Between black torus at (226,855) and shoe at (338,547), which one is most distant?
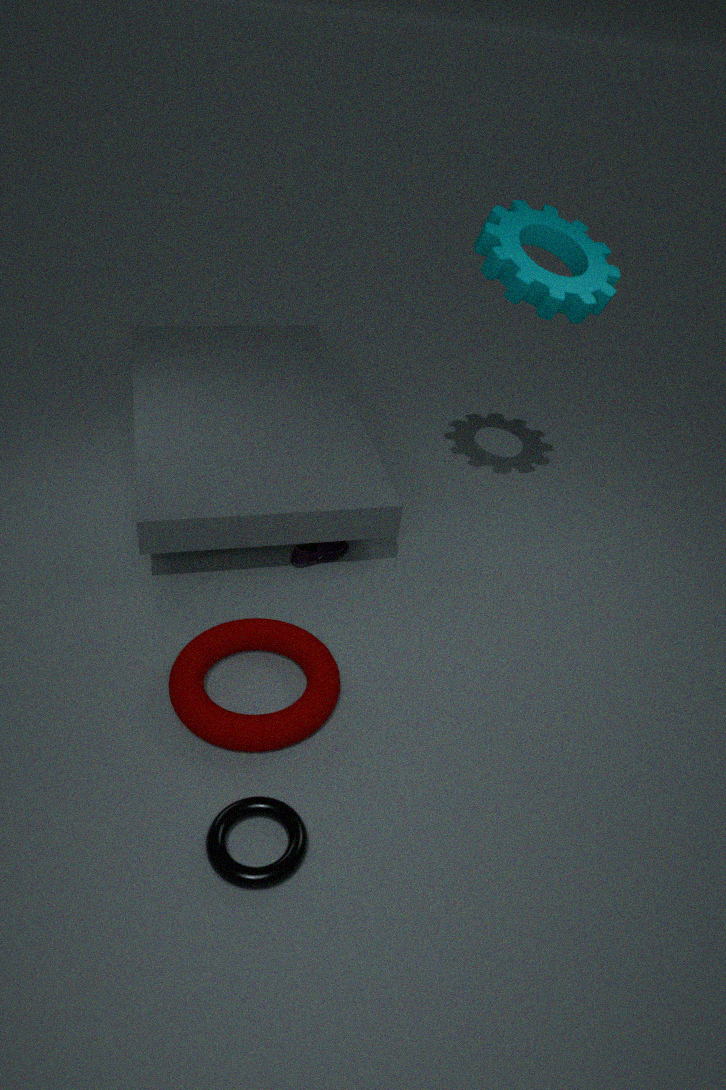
shoe at (338,547)
